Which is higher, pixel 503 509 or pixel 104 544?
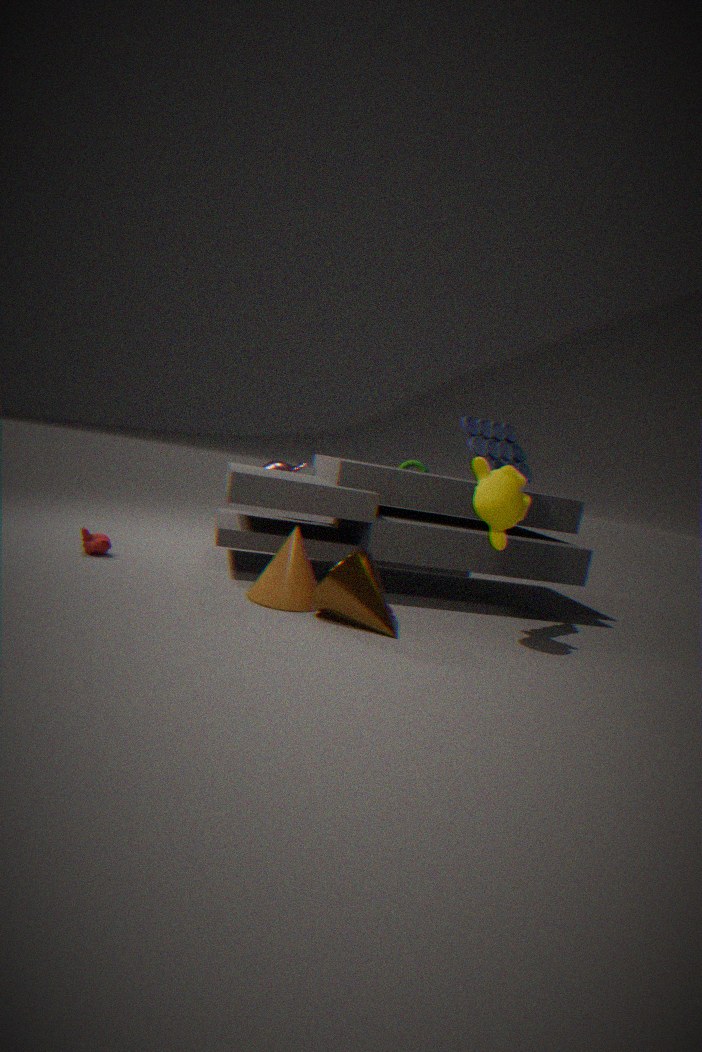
pixel 503 509
